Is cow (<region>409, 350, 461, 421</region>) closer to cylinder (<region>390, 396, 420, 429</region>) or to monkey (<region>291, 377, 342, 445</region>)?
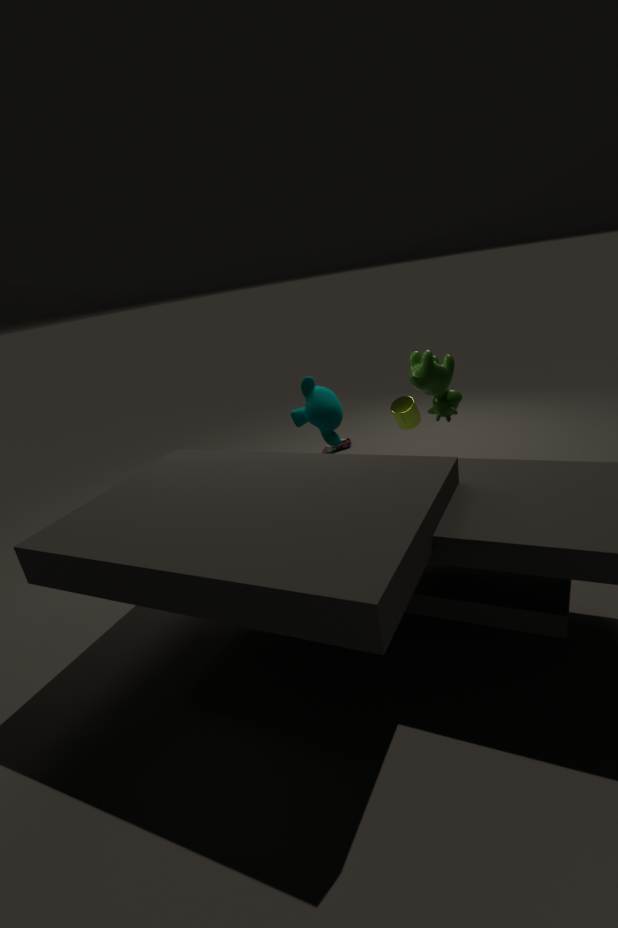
cylinder (<region>390, 396, 420, 429</region>)
